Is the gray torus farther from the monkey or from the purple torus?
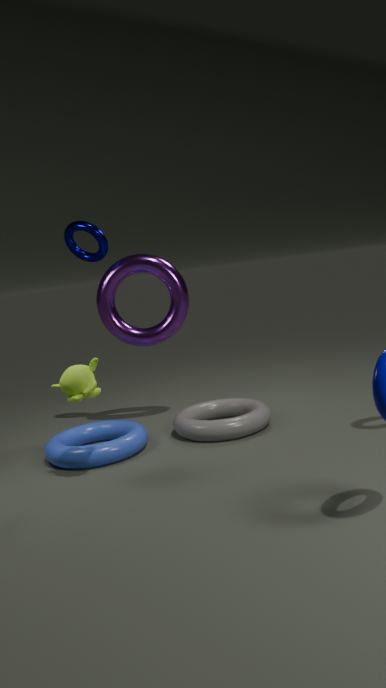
the monkey
